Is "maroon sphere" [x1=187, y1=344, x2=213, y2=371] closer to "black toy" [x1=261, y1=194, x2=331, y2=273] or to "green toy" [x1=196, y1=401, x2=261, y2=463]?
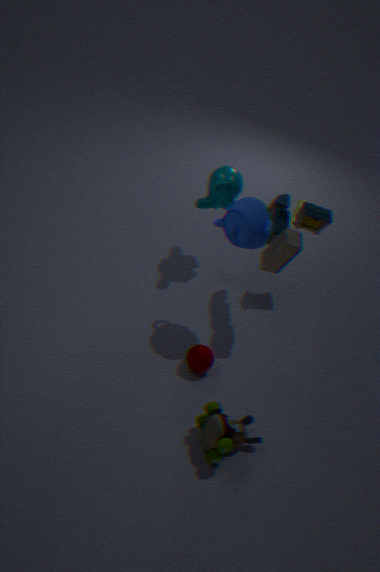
"green toy" [x1=196, y1=401, x2=261, y2=463]
